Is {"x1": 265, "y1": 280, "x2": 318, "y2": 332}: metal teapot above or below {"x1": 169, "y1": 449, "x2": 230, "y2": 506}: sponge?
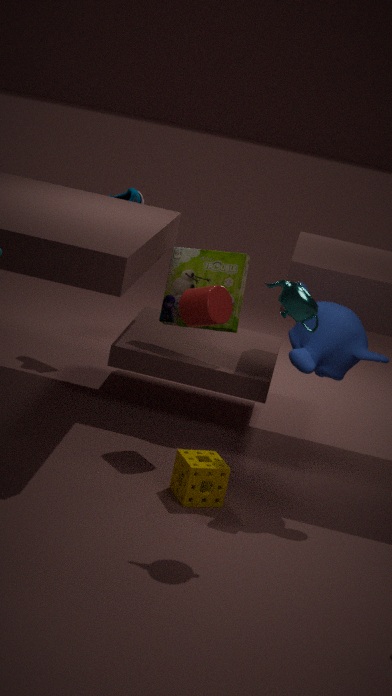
above
